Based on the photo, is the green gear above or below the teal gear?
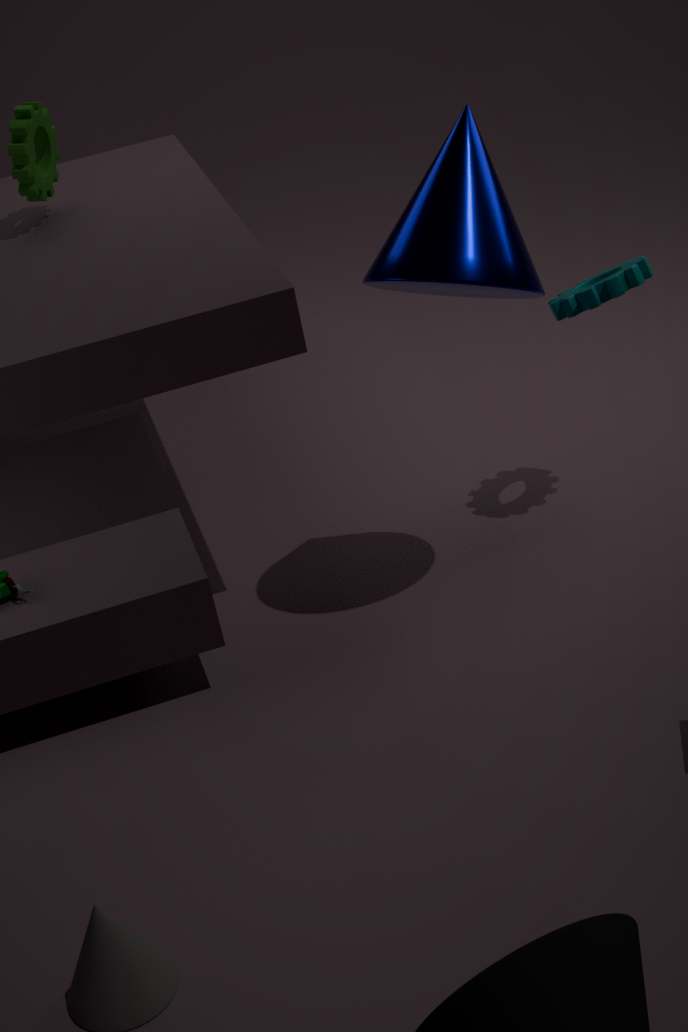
above
